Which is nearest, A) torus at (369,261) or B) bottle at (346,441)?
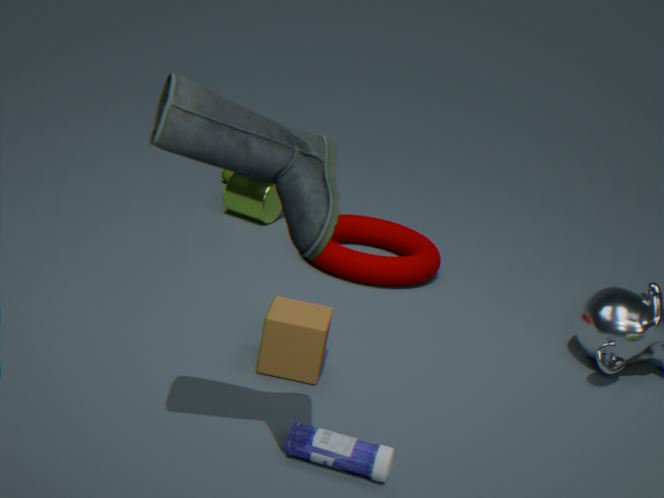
B. bottle at (346,441)
